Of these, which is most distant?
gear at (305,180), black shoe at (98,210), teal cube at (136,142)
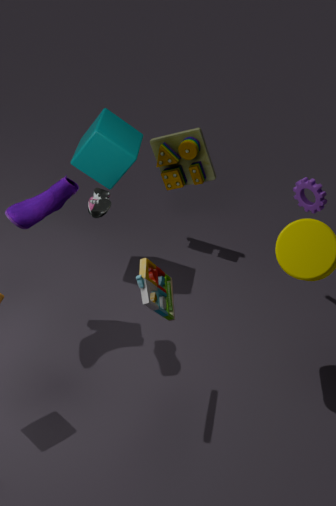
gear at (305,180)
